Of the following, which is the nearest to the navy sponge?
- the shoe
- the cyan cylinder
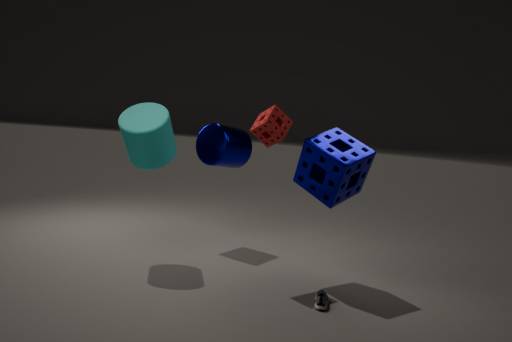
the shoe
